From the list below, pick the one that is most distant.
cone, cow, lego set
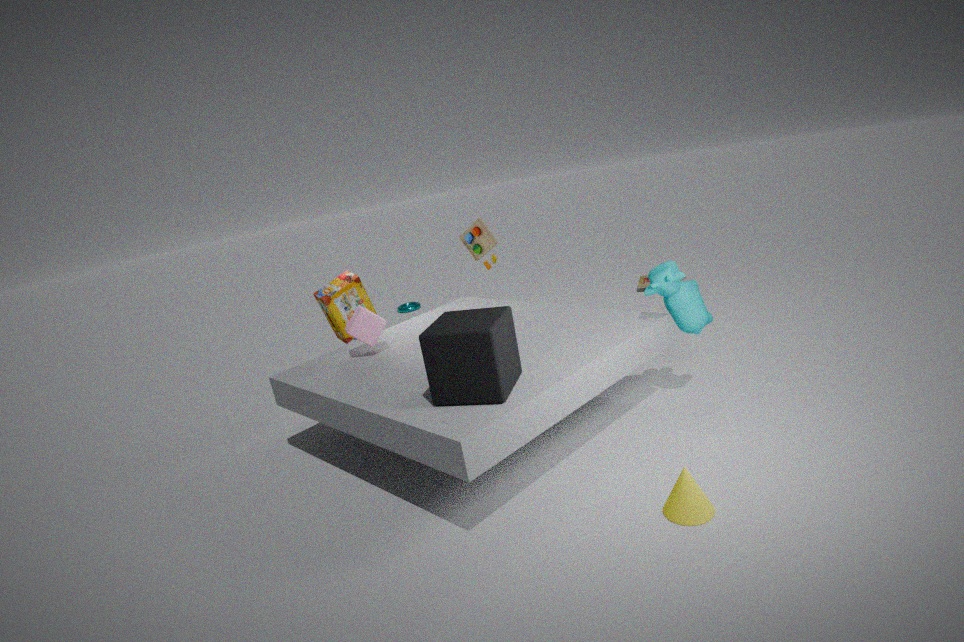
lego set
